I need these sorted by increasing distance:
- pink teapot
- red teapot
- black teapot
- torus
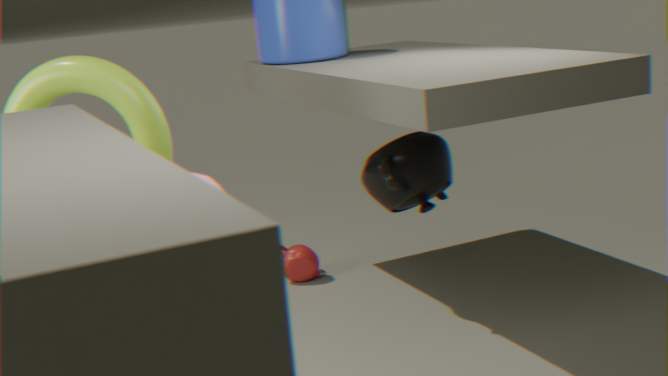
pink teapot, torus, black teapot, red teapot
